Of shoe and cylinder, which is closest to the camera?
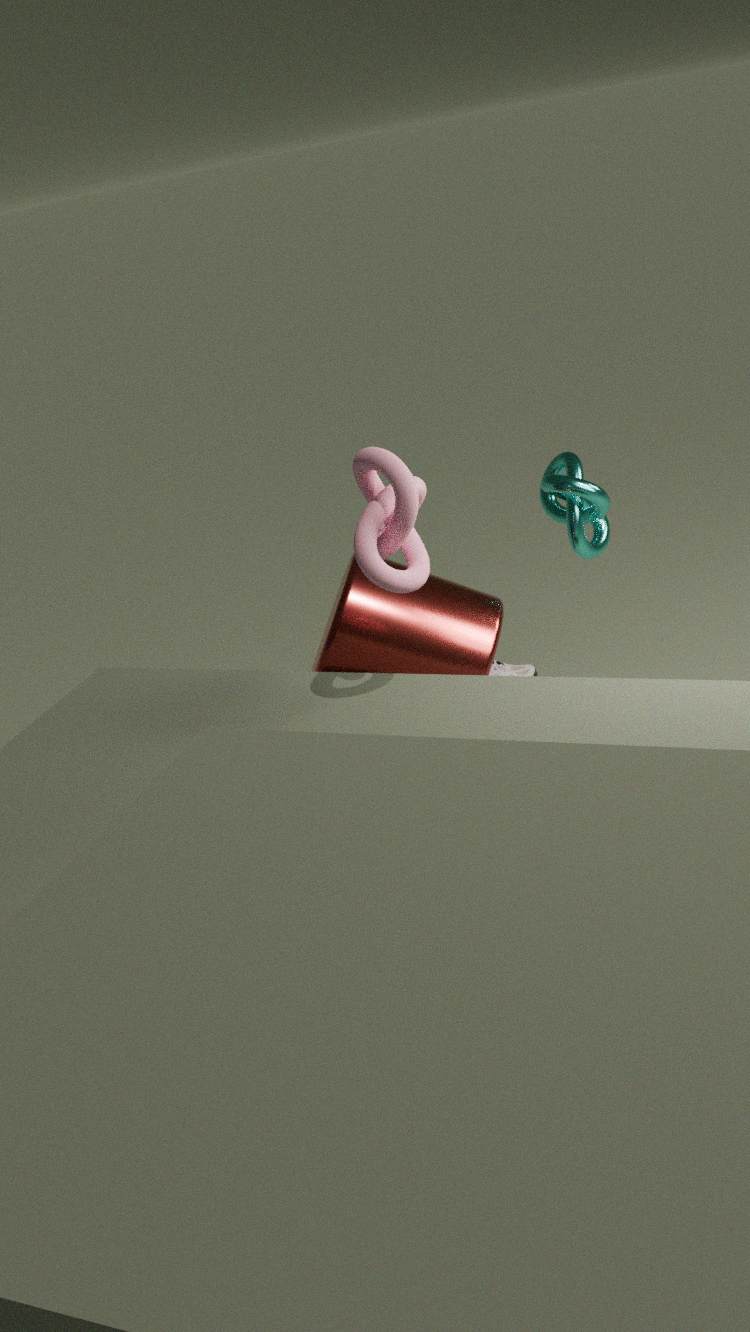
cylinder
